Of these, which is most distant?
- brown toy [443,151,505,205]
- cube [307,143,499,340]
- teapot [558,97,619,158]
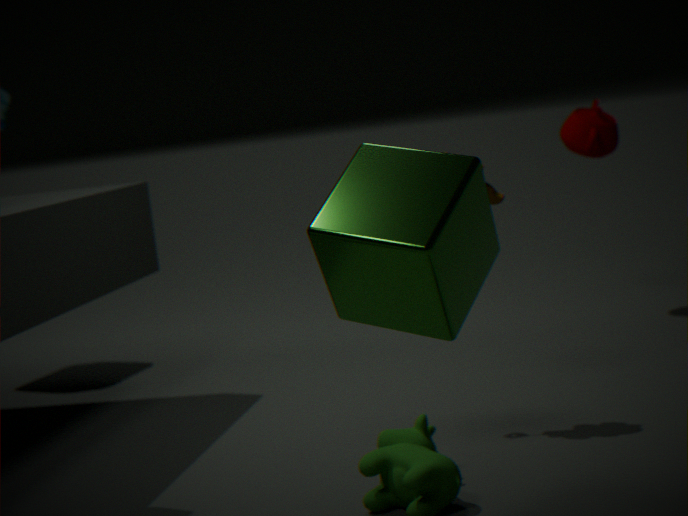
teapot [558,97,619,158]
